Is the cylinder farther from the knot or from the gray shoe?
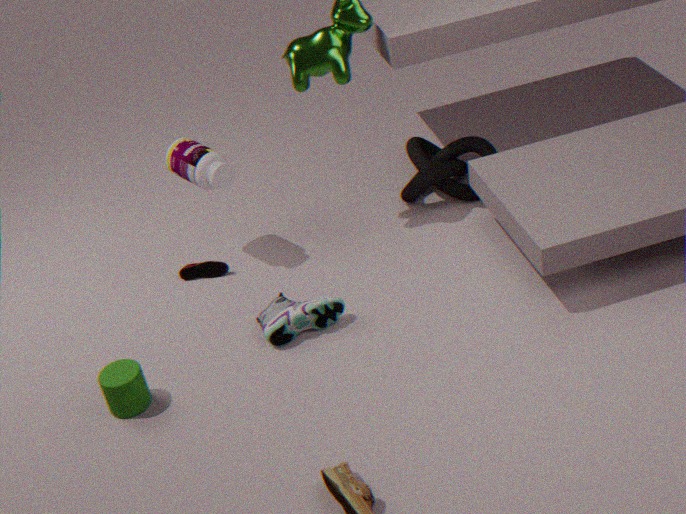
the knot
